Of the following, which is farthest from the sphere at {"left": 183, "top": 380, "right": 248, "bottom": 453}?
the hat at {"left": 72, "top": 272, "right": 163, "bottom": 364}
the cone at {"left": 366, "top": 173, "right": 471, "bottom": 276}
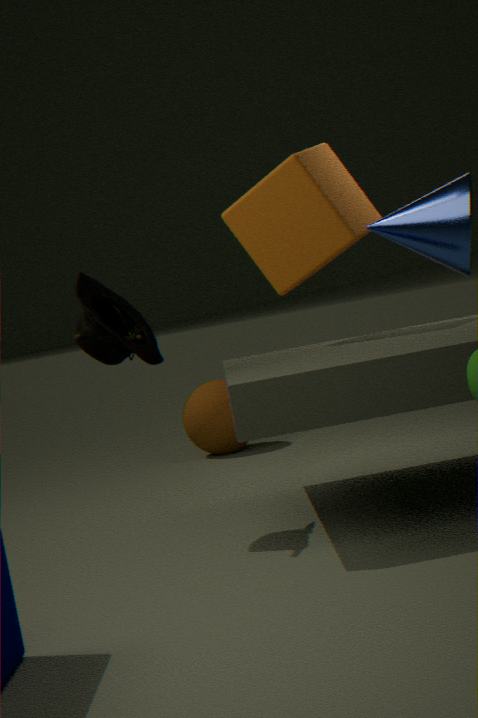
the cone at {"left": 366, "top": 173, "right": 471, "bottom": 276}
